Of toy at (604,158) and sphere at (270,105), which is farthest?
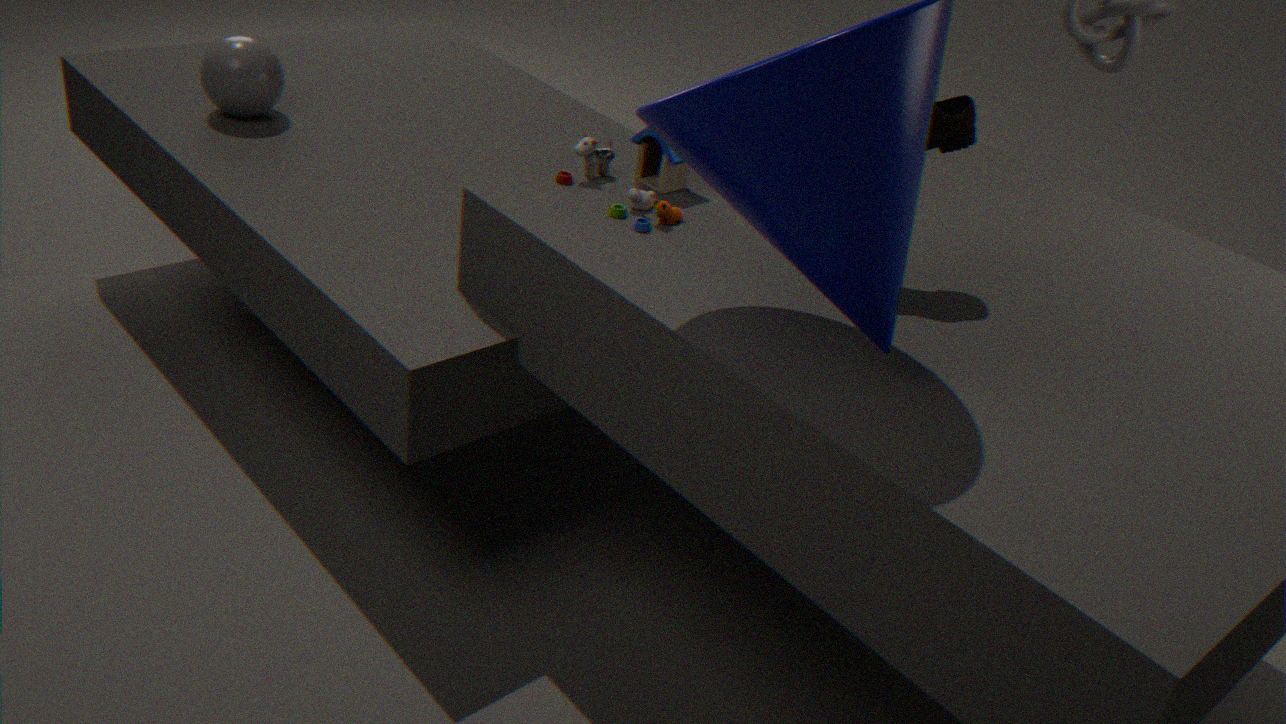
sphere at (270,105)
